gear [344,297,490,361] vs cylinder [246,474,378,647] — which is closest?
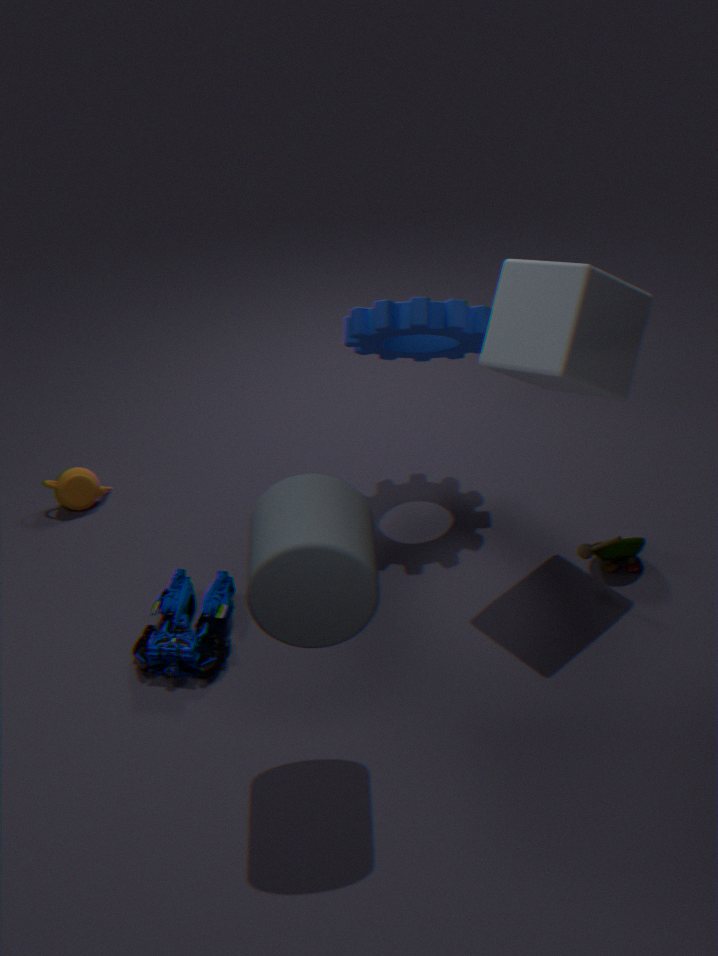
cylinder [246,474,378,647]
